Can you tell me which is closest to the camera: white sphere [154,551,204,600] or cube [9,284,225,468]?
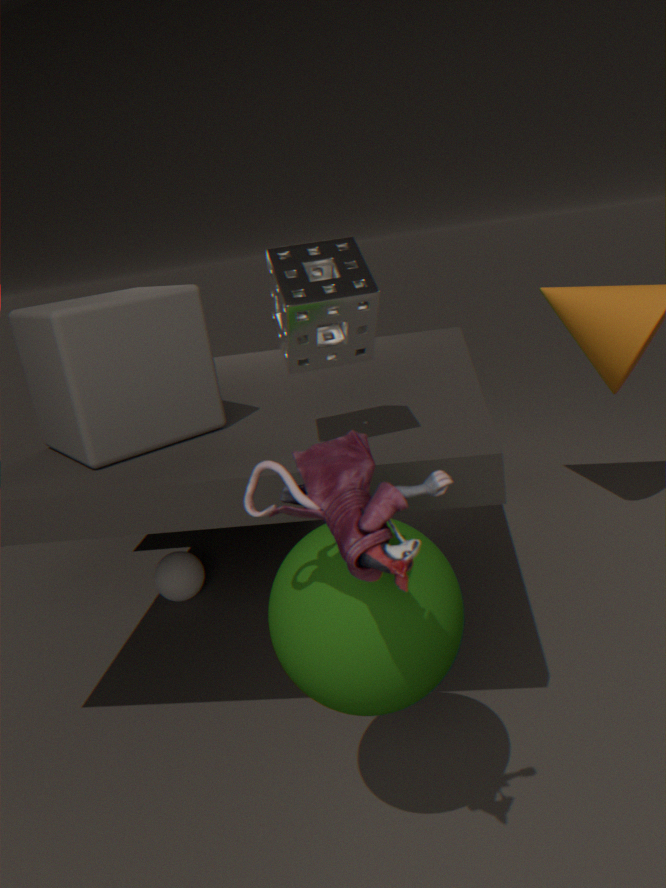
cube [9,284,225,468]
